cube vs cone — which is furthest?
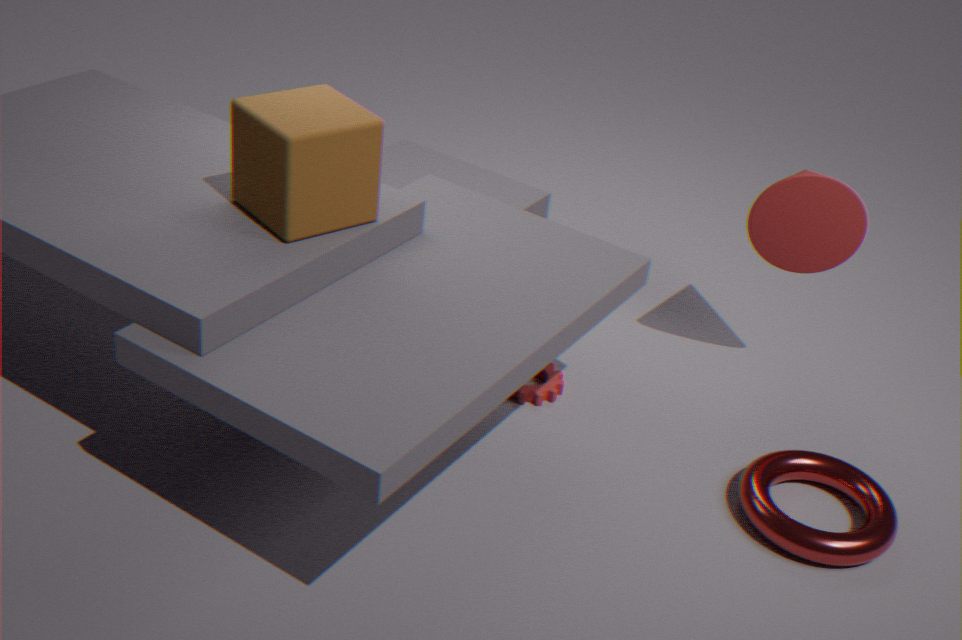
cone
